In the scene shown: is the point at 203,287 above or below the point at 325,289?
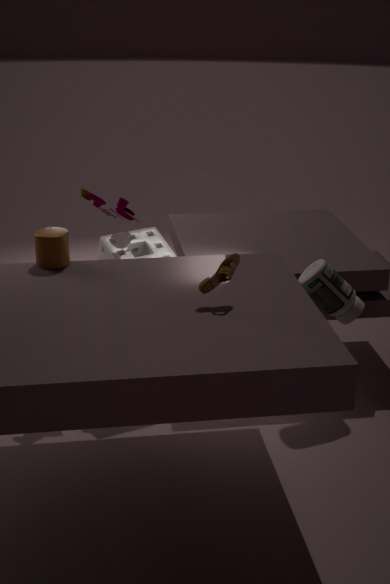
above
